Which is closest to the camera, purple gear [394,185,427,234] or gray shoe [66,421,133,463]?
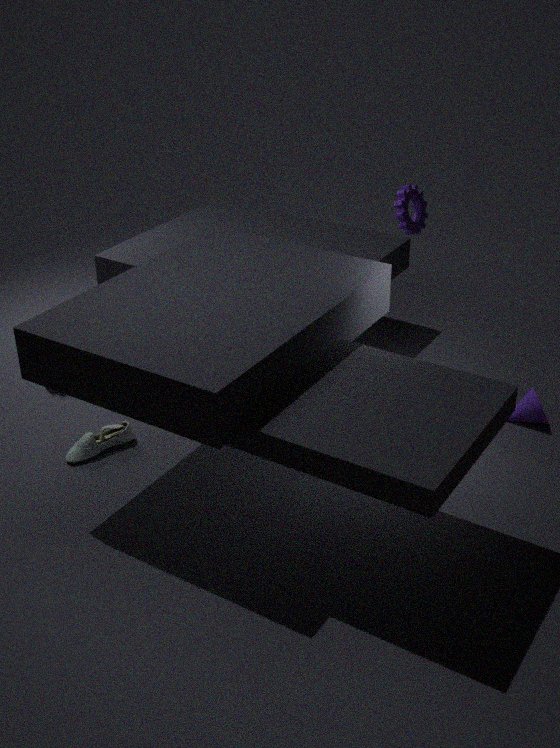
gray shoe [66,421,133,463]
